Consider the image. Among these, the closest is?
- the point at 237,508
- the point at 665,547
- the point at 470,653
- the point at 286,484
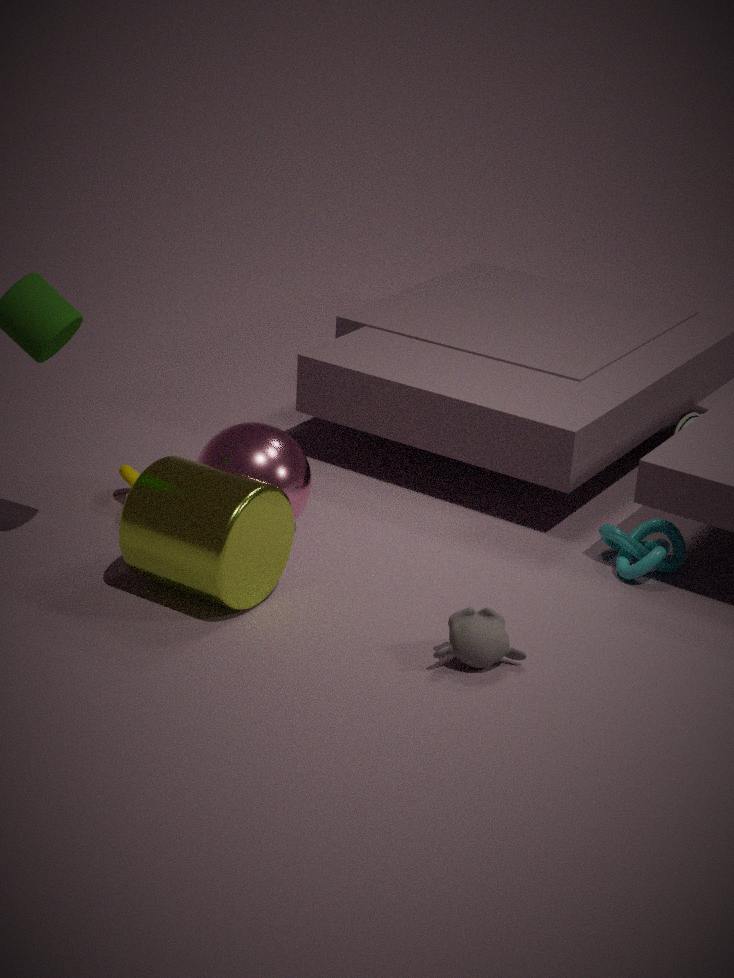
the point at 470,653
